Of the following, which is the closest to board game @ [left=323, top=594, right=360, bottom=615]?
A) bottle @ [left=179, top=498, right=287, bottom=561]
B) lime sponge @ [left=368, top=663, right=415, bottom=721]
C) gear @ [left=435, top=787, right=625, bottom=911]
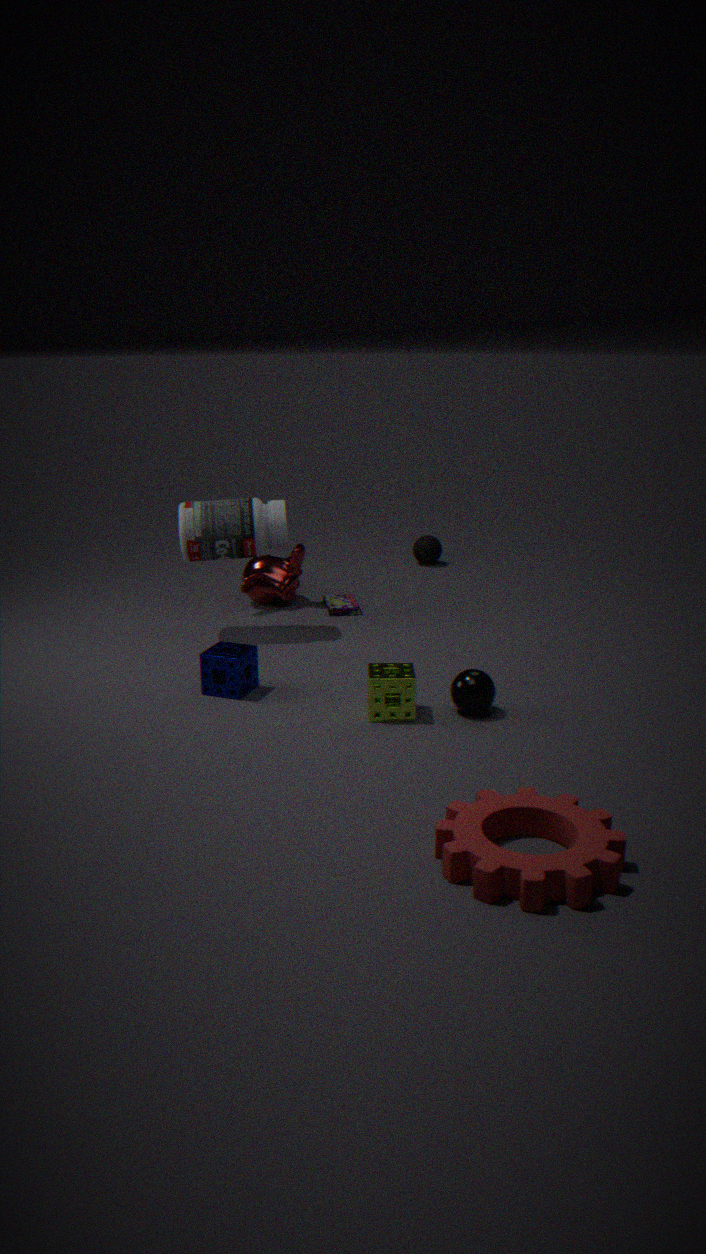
bottle @ [left=179, top=498, right=287, bottom=561]
